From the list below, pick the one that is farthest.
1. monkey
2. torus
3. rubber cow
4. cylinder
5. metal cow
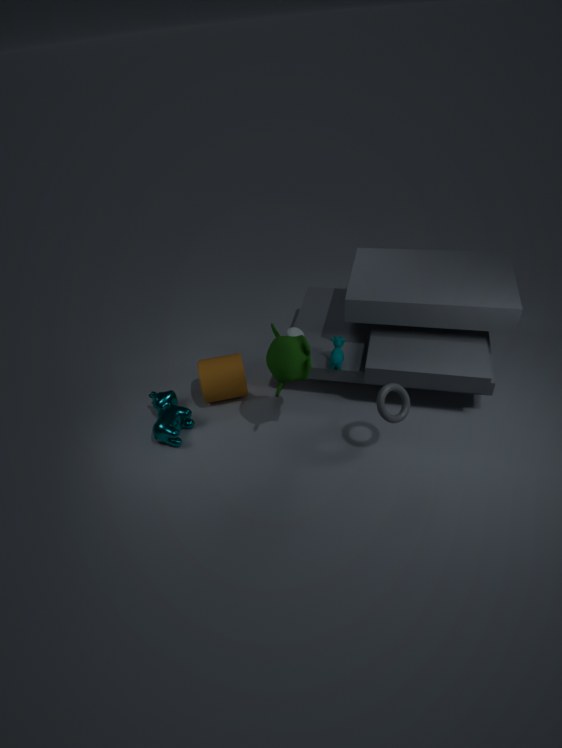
cylinder
